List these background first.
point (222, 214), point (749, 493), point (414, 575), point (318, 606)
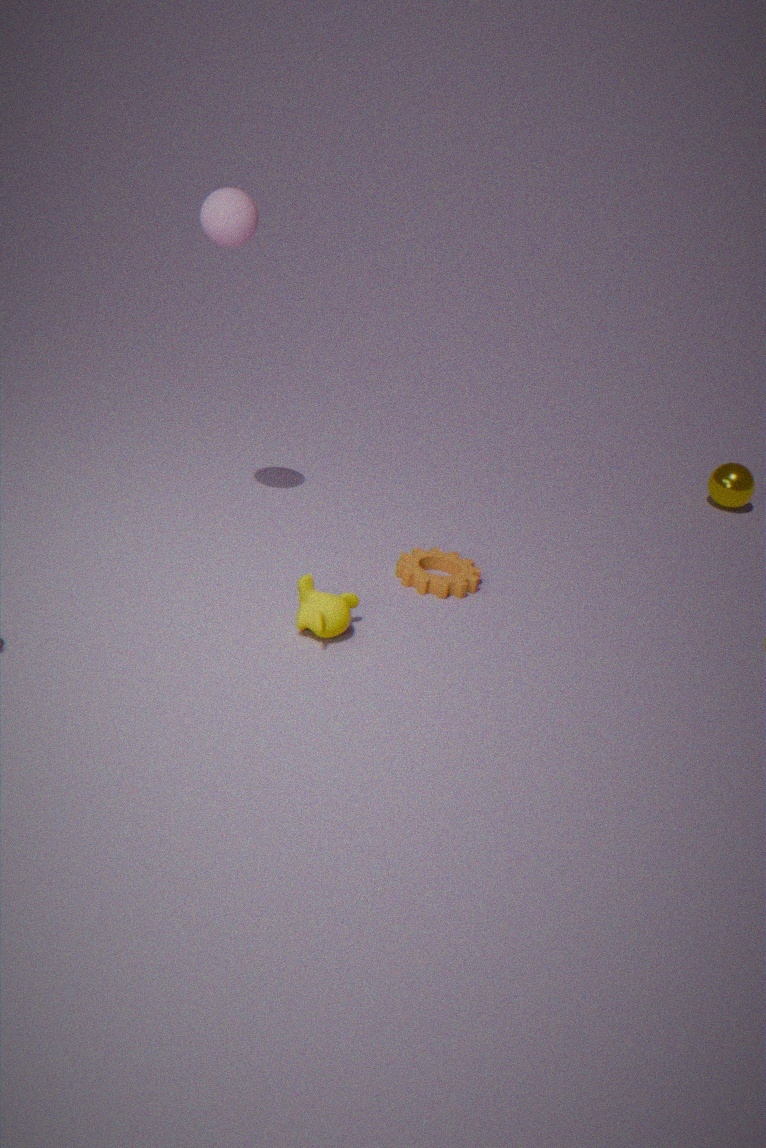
1. point (749, 493)
2. point (414, 575)
3. point (222, 214)
4. point (318, 606)
